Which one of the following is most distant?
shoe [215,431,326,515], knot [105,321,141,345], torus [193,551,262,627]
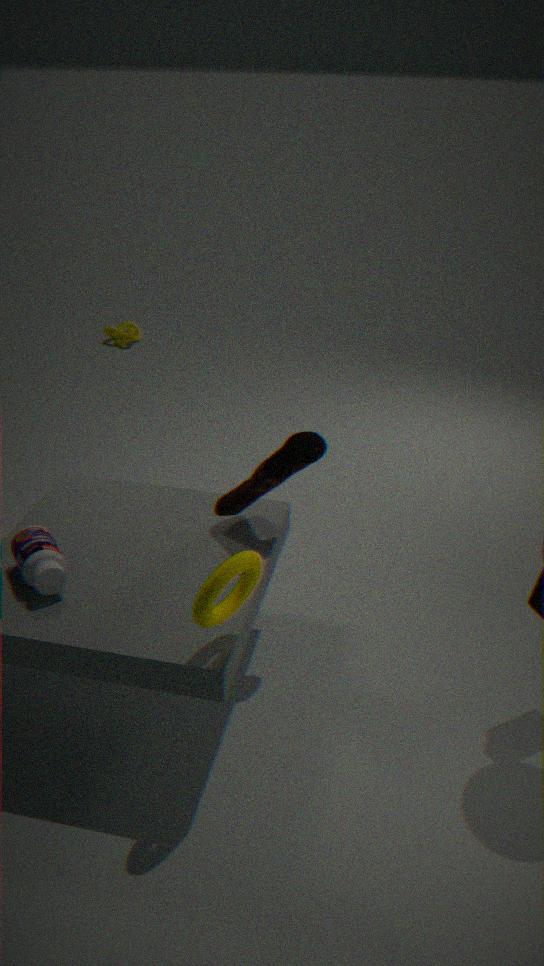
knot [105,321,141,345]
